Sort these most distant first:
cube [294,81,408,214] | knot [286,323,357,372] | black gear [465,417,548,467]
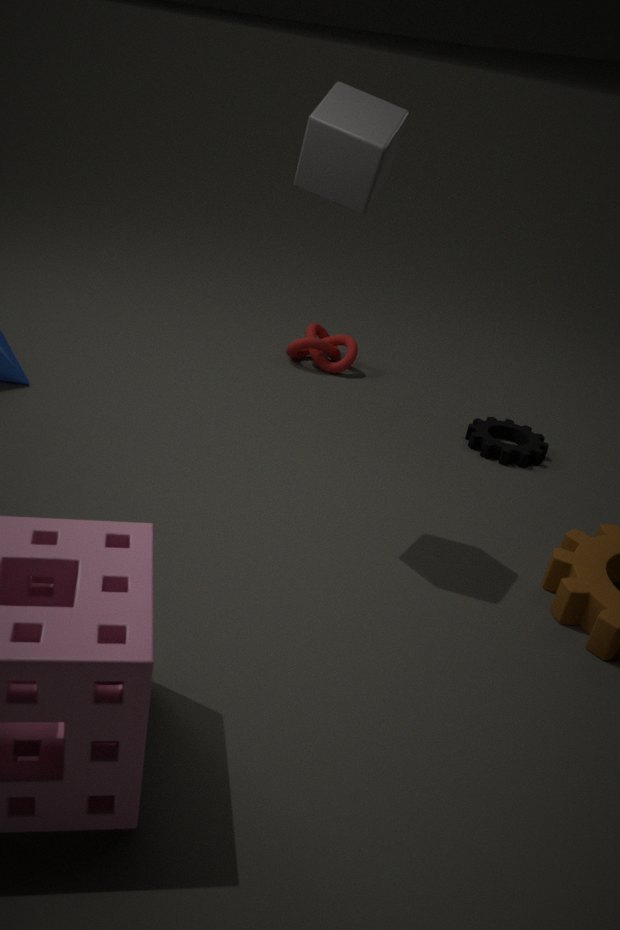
knot [286,323,357,372] < black gear [465,417,548,467] < cube [294,81,408,214]
